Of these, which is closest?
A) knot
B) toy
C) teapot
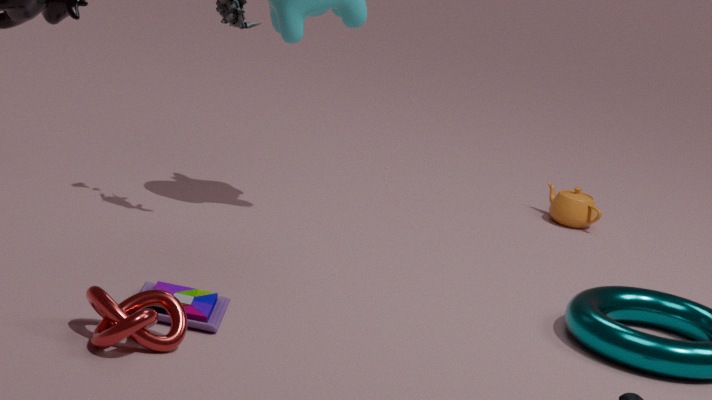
knot
